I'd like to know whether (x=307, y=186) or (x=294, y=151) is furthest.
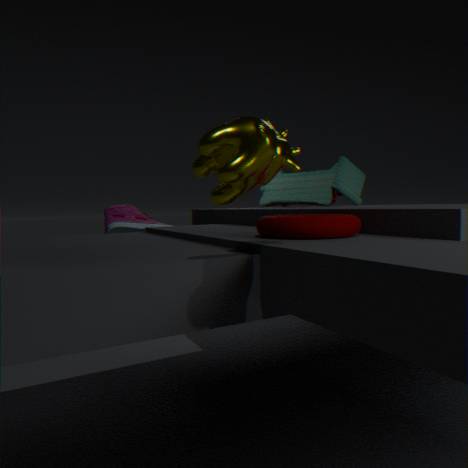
(x=307, y=186)
